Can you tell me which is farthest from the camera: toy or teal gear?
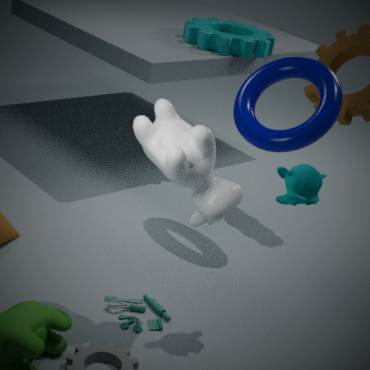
teal gear
